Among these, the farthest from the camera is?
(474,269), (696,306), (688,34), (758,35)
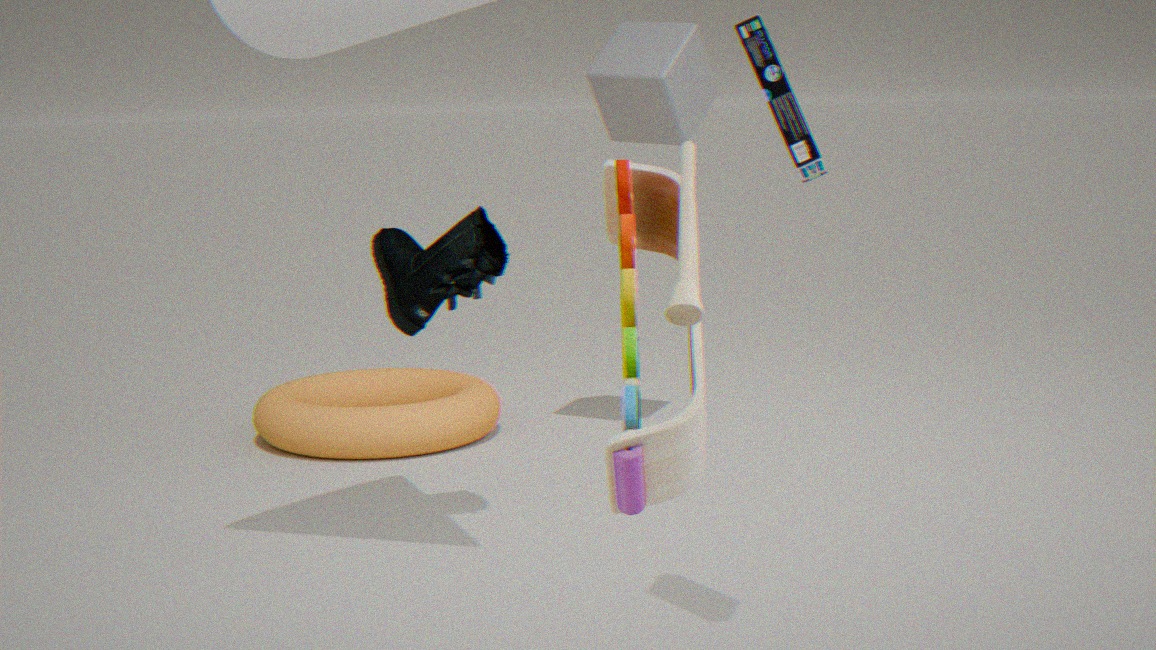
(688,34)
